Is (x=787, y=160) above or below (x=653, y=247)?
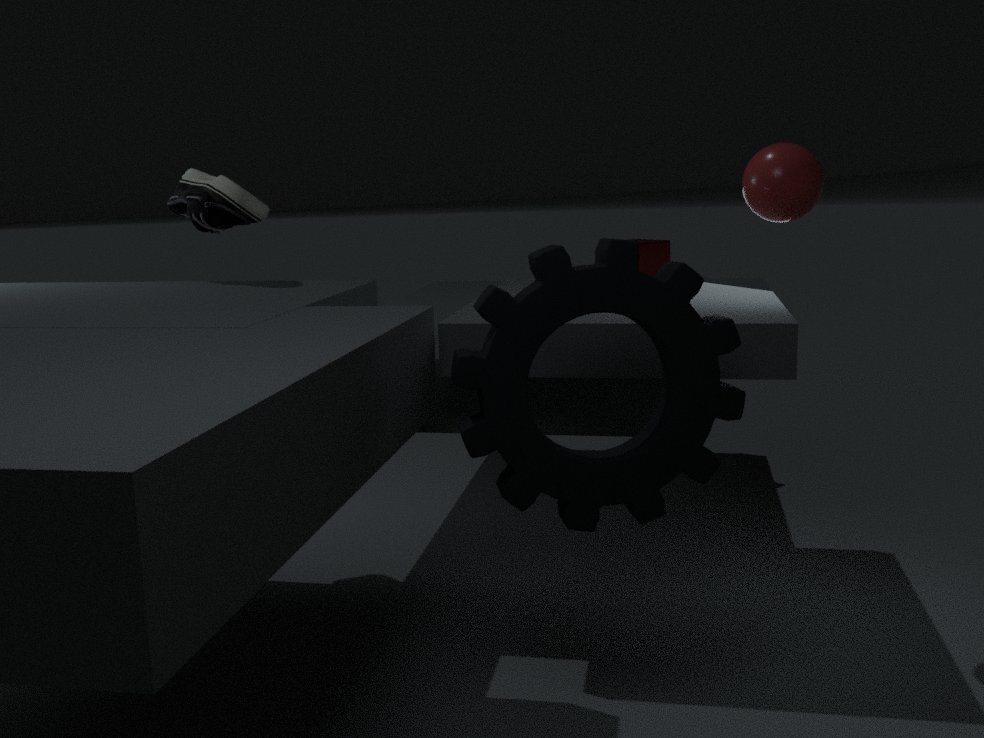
above
